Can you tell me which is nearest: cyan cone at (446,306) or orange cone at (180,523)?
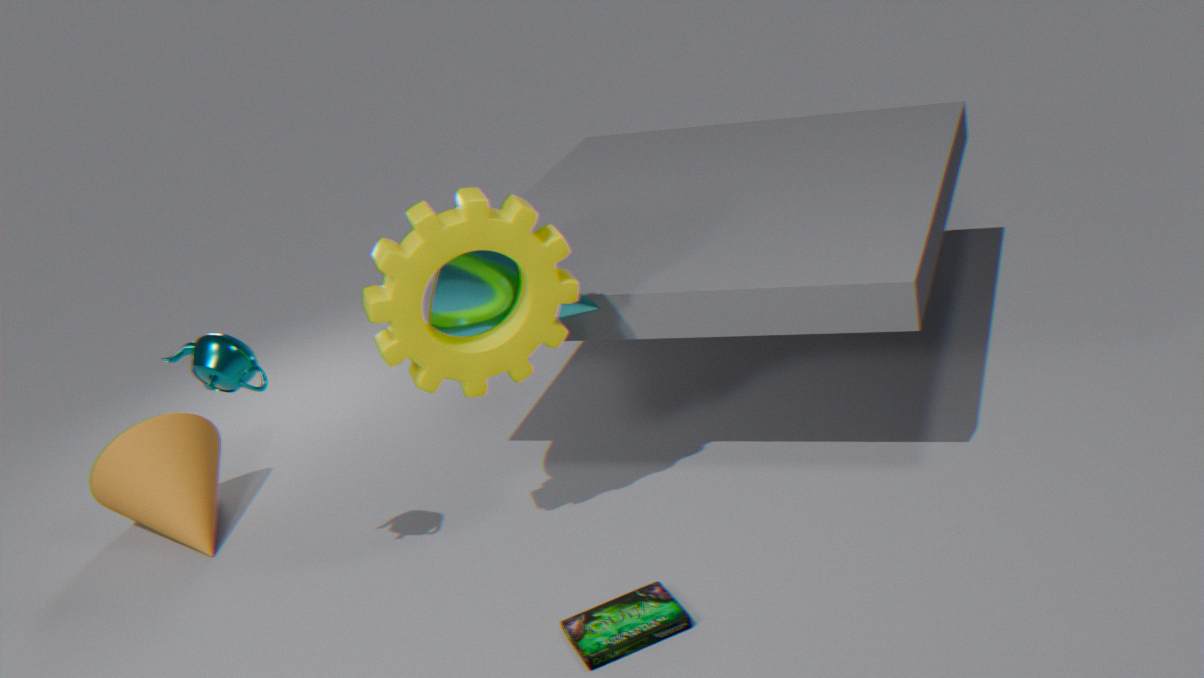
cyan cone at (446,306)
